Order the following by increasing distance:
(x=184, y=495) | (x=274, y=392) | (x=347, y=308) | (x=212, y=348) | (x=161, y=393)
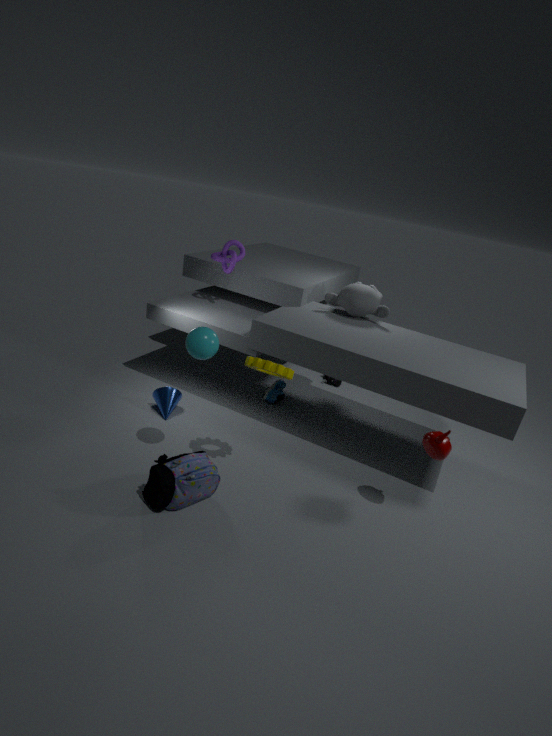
(x=184, y=495), (x=212, y=348), (x=161, y=393), (x=347, y=308), (x=274, y=392)
